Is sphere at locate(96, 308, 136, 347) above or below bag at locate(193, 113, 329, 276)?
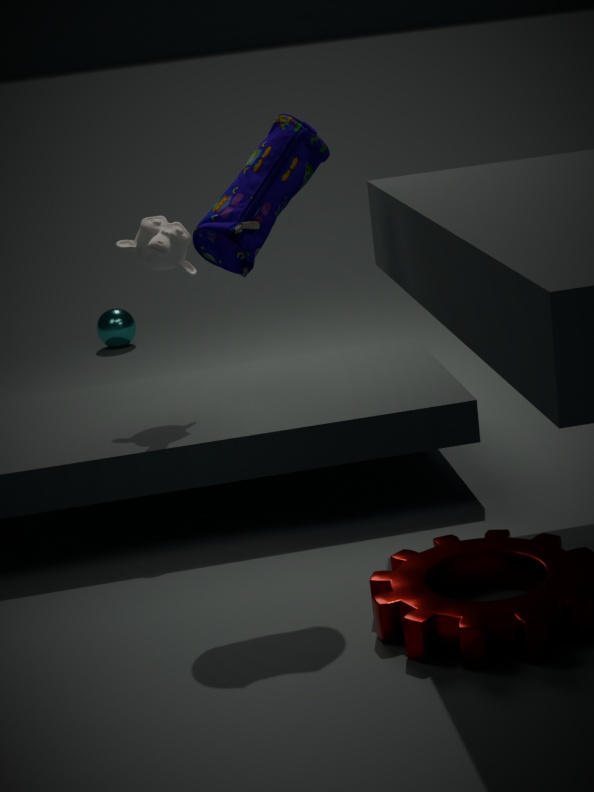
below
